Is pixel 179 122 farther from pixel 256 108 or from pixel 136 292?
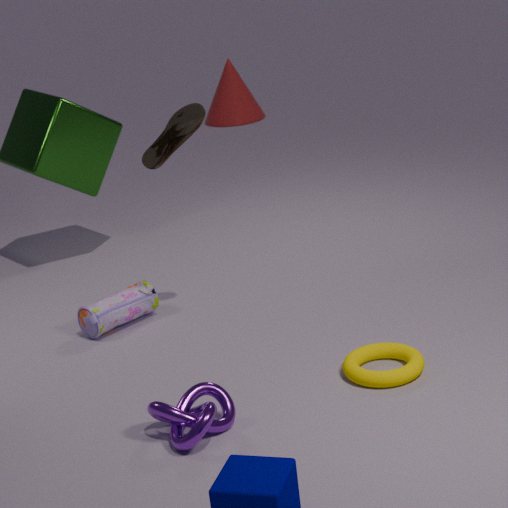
pixel 256 108
